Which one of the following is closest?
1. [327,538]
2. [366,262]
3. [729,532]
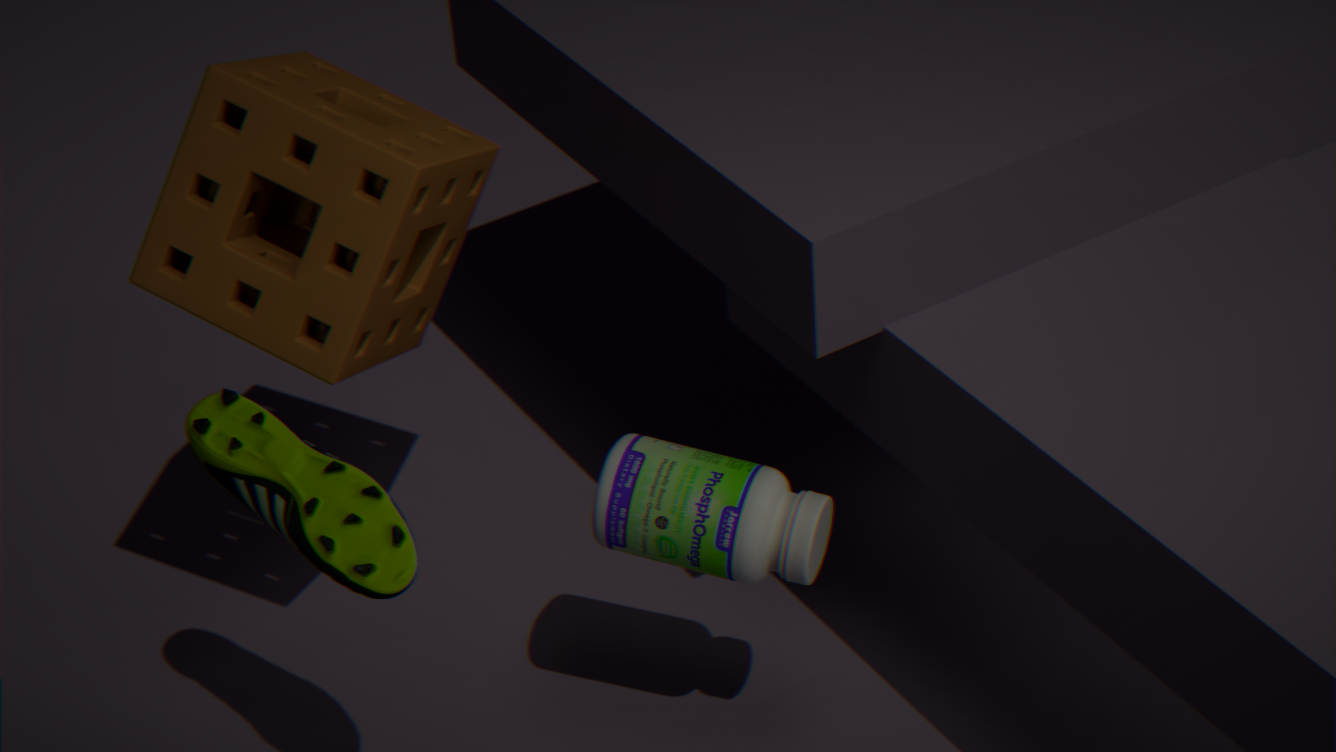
[327,538]
